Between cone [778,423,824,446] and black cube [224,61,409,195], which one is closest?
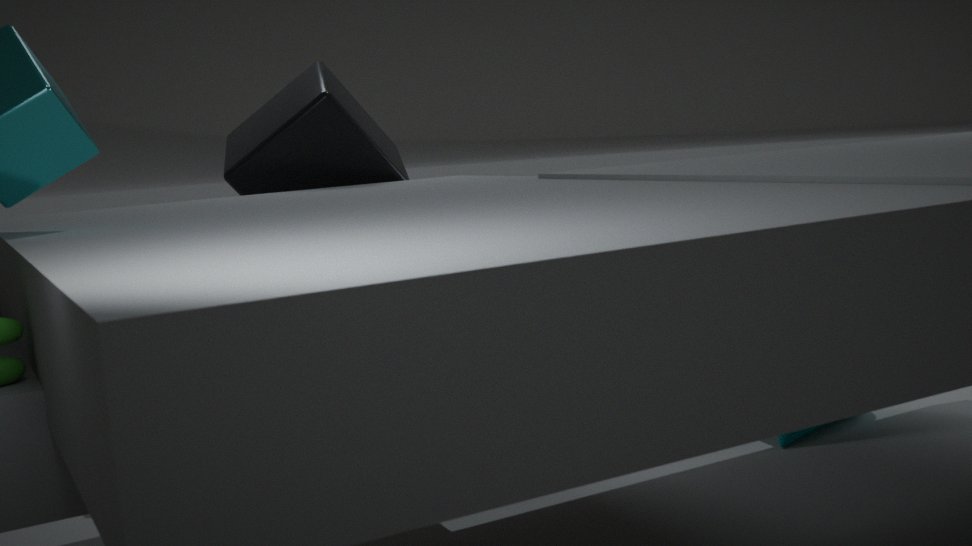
black cube [224,61,409,195]
